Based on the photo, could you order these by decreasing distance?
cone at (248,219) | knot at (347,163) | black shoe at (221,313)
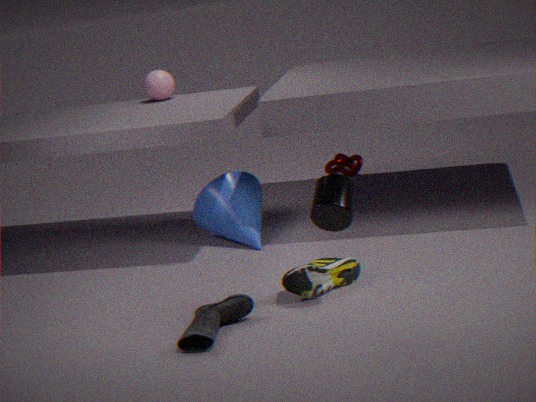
knot at (347,163), cone at (248,219), black shoe at (221,313)
